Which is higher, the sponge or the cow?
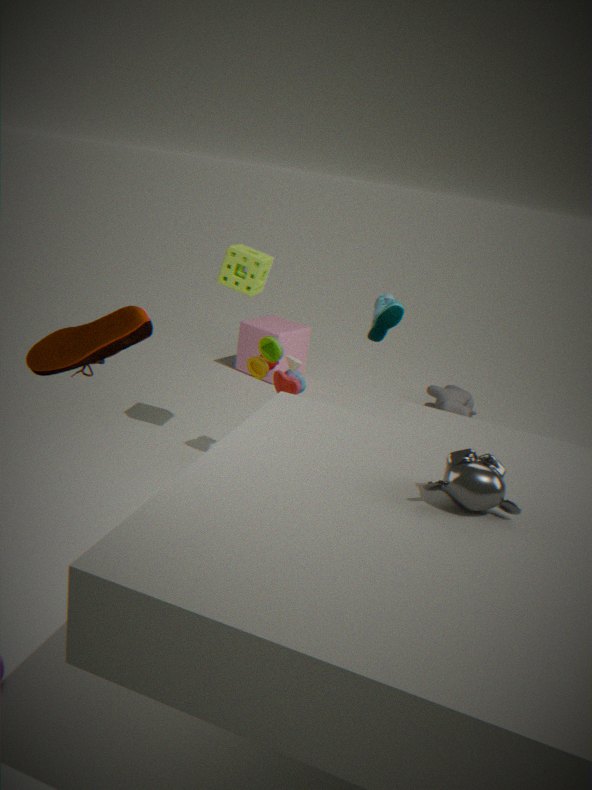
the sponge
